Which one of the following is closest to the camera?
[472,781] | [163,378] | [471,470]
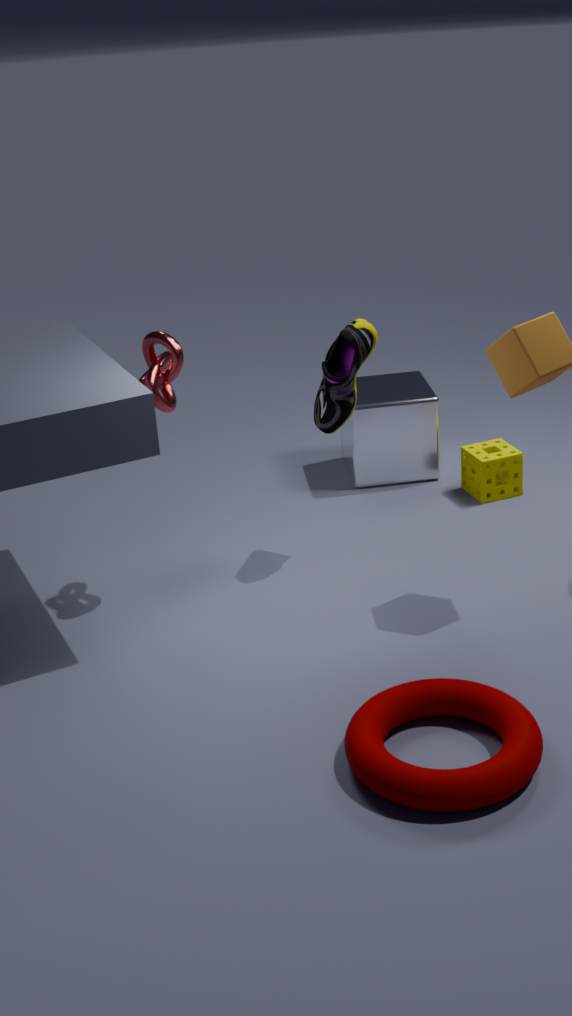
[472,781]
